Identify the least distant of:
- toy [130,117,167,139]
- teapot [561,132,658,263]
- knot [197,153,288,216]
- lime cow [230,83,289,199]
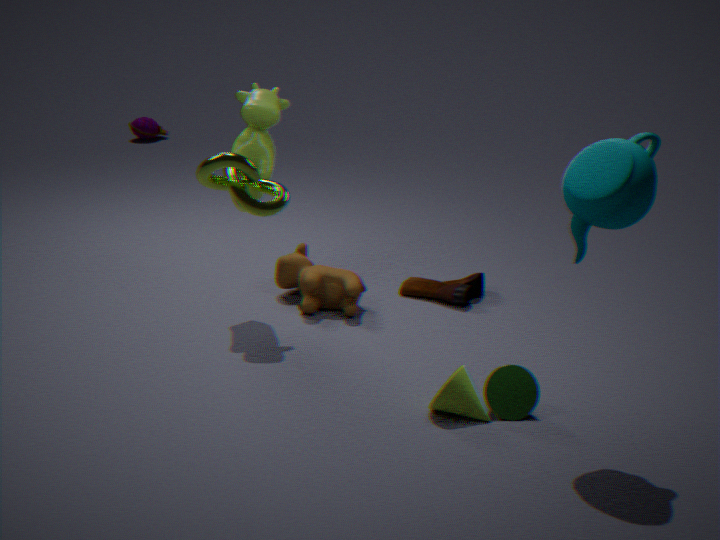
knot [197,153,288,216]
